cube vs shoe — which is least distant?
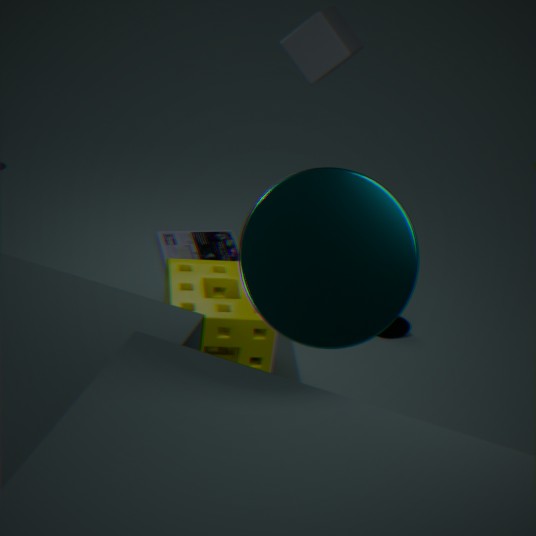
cube
